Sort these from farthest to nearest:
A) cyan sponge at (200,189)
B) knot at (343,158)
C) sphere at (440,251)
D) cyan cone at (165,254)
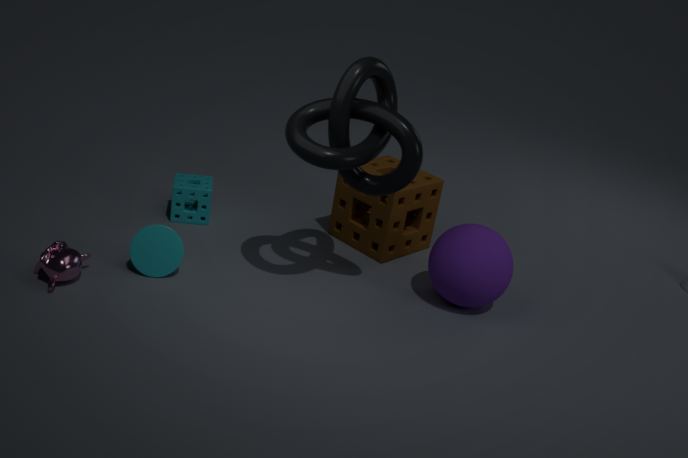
cyan sponge at (200,189), sphere at (440,251), cyan cone at (165,254), knot at (343,158)
